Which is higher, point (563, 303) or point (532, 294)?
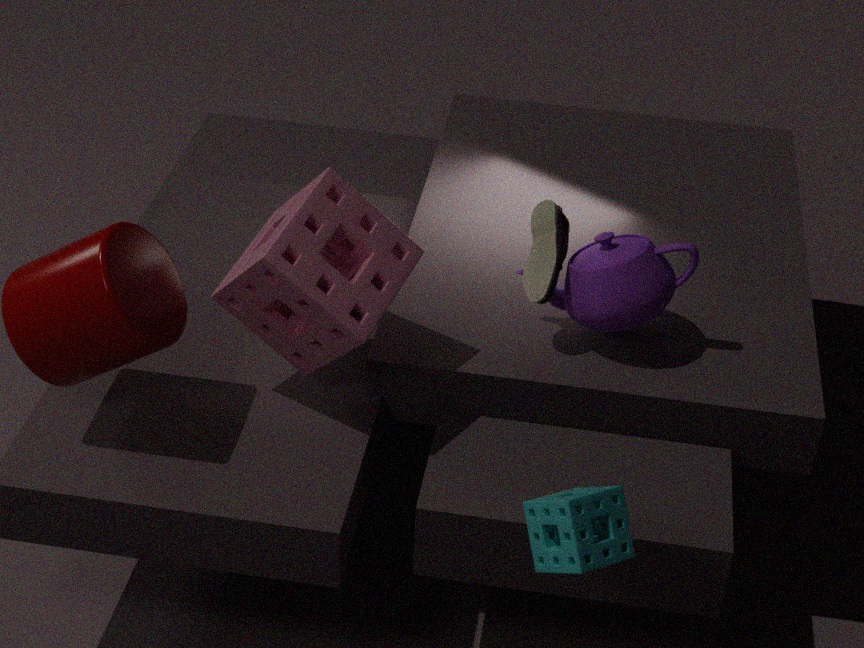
point (532, 294)
